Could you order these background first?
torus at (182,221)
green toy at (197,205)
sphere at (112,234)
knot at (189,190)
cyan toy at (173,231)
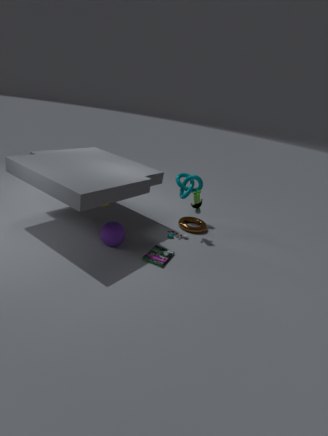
knot at (189,190)
torus at (182,221)
cyan toy at (173,231)
green toy at (197,205)
sphere at (112,234)
